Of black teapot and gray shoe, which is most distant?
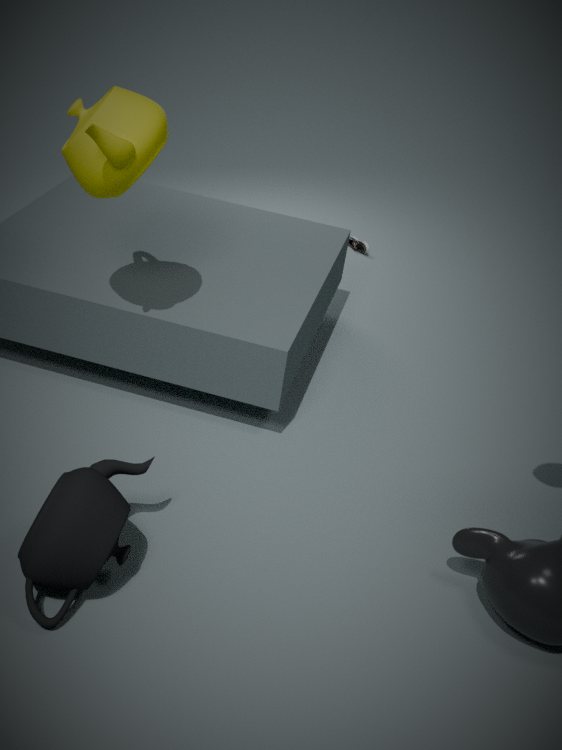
gray shoe
